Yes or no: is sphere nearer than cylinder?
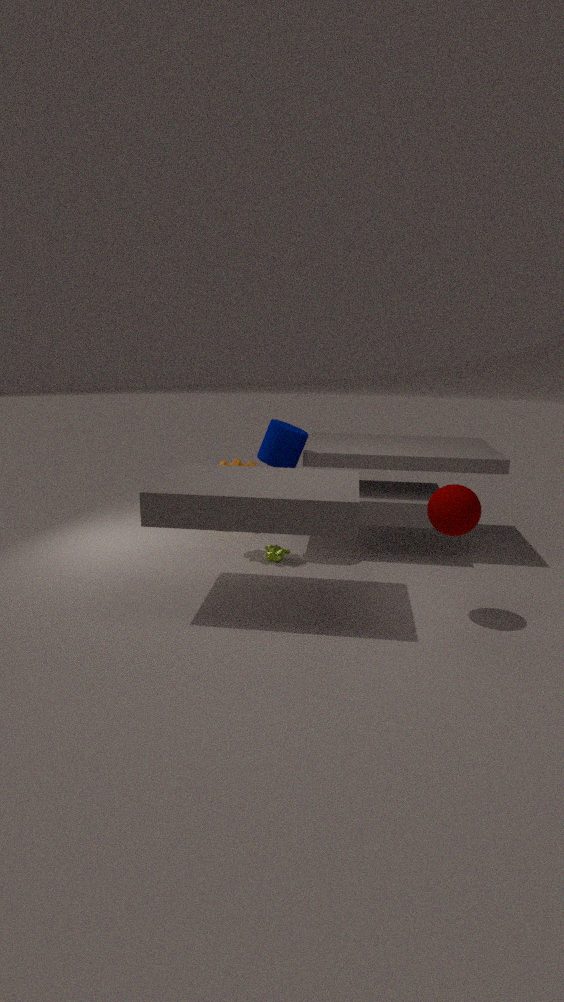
Yes
